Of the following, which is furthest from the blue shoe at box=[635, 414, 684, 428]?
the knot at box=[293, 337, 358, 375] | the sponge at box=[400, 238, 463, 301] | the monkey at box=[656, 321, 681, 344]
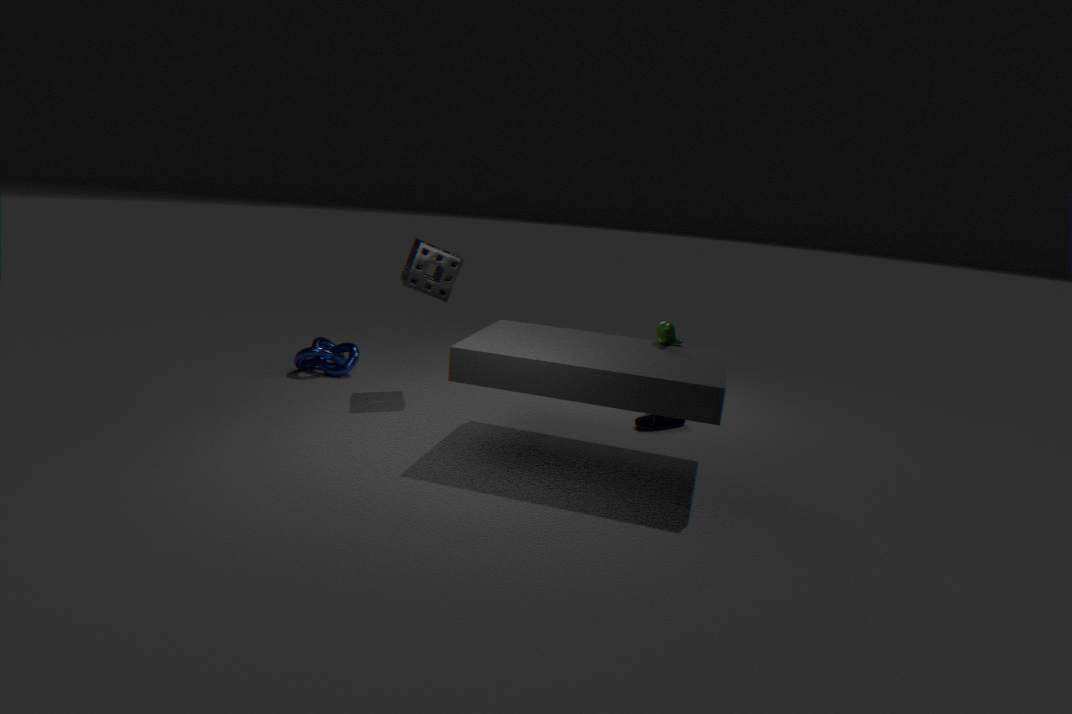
the knot at box=[293, 337, 358, 375]
